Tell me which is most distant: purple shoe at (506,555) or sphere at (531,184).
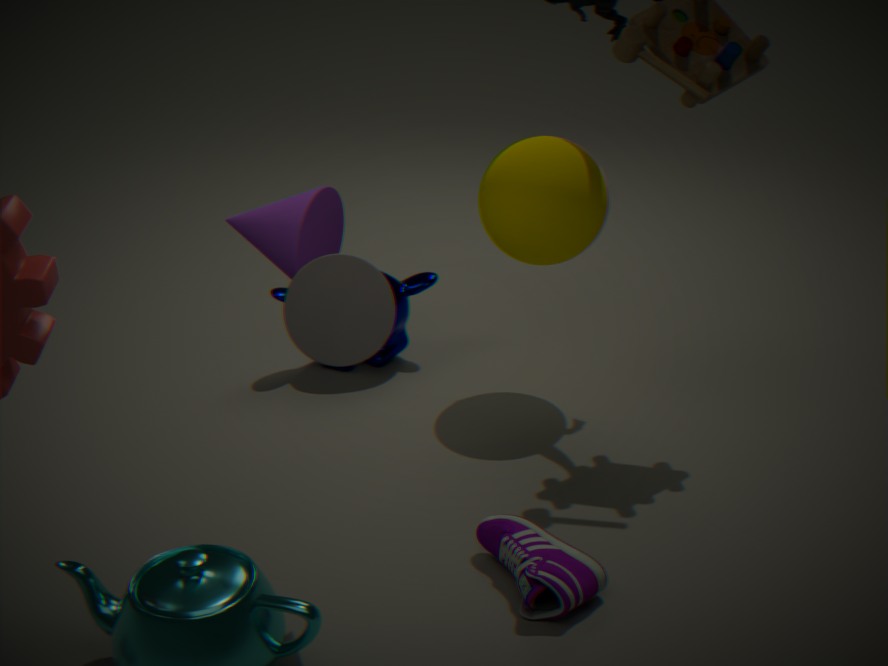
sphere at (531,184)
